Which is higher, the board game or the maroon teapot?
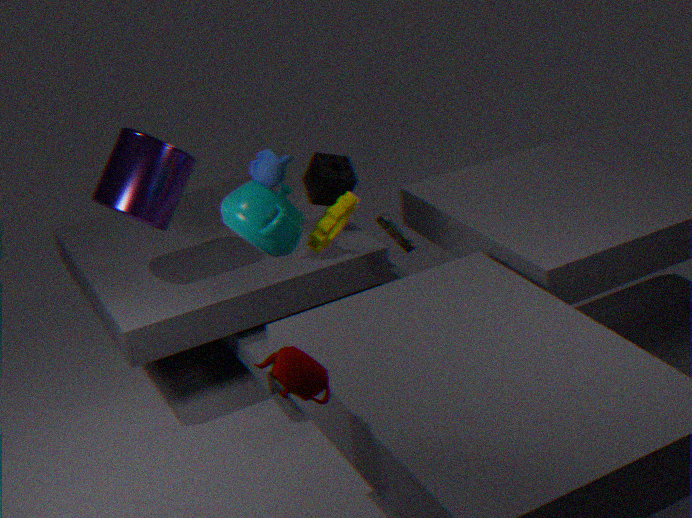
the maroon teapot
